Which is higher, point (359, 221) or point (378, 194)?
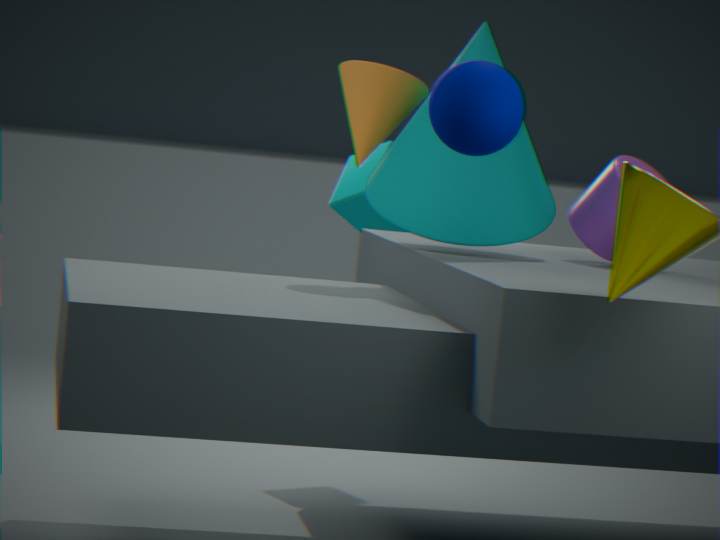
point (378, 194)
